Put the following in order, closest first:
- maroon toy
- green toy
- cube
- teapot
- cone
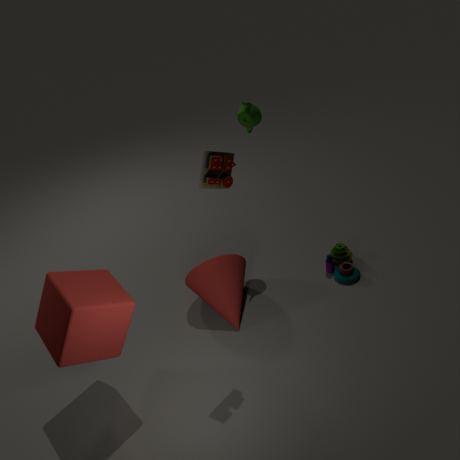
1. cube
2. maroon toy
3. cone
4. teapot
5. green toy
